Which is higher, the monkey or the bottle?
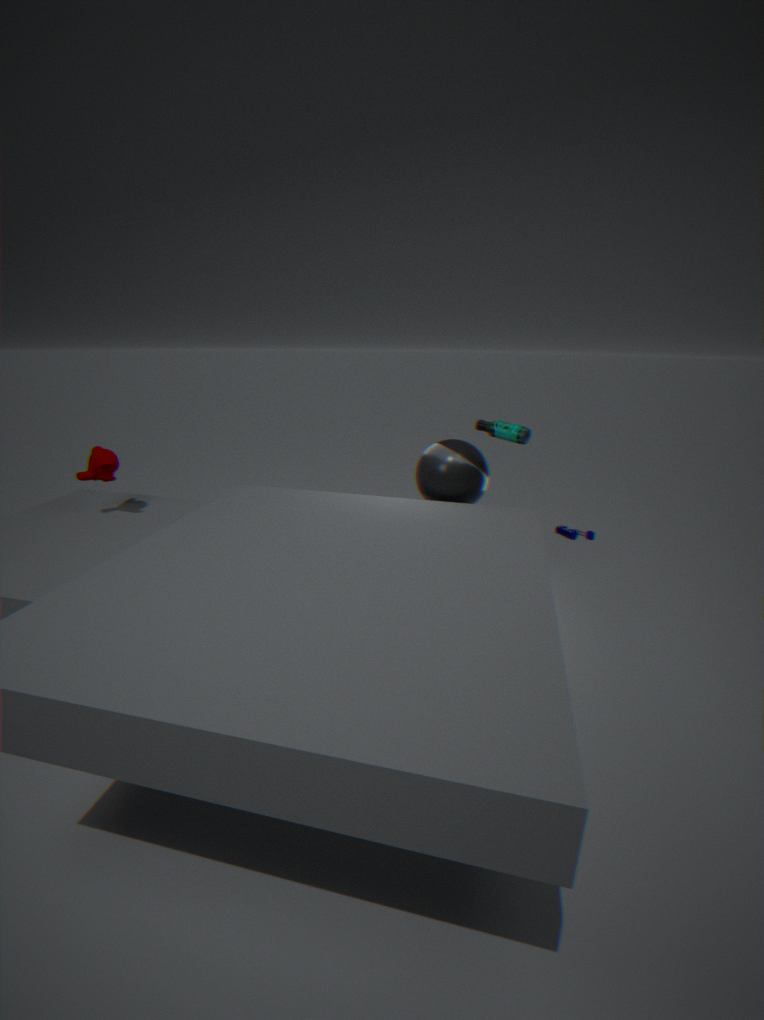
the bottle
